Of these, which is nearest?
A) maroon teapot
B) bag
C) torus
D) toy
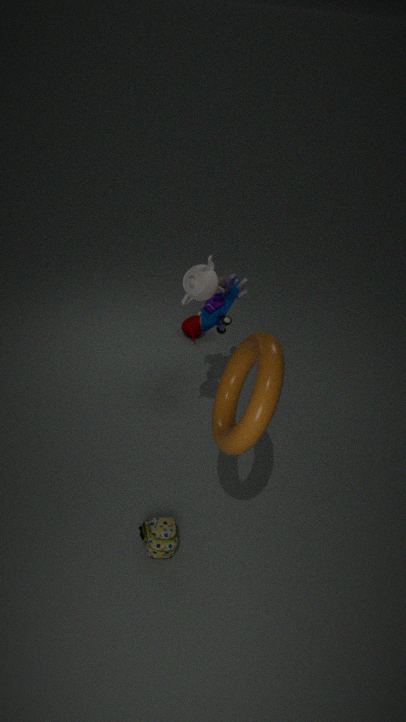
torus
